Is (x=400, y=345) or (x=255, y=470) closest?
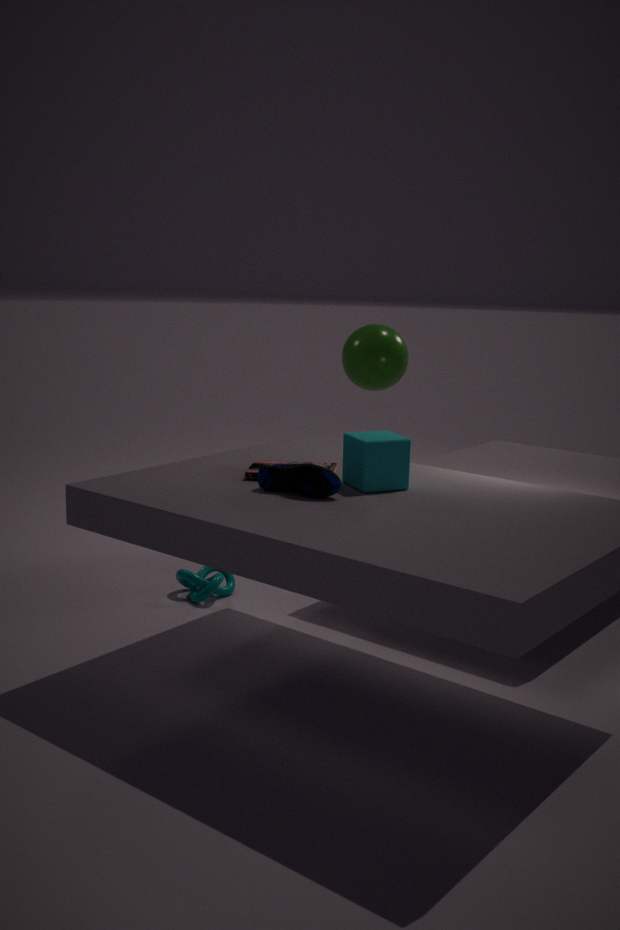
(x=255, y=470)
